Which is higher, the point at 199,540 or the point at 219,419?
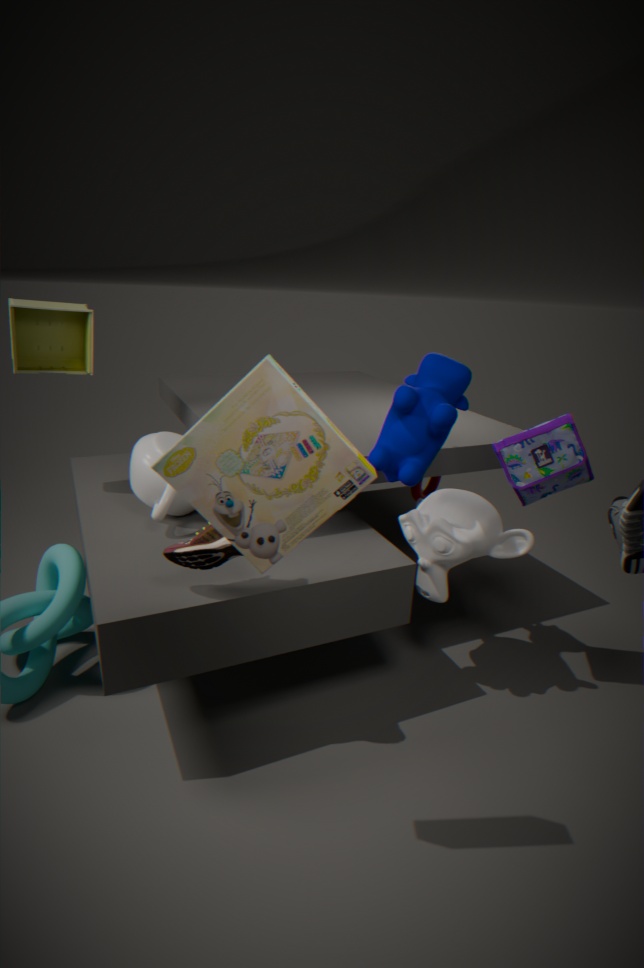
the point at 219,419
